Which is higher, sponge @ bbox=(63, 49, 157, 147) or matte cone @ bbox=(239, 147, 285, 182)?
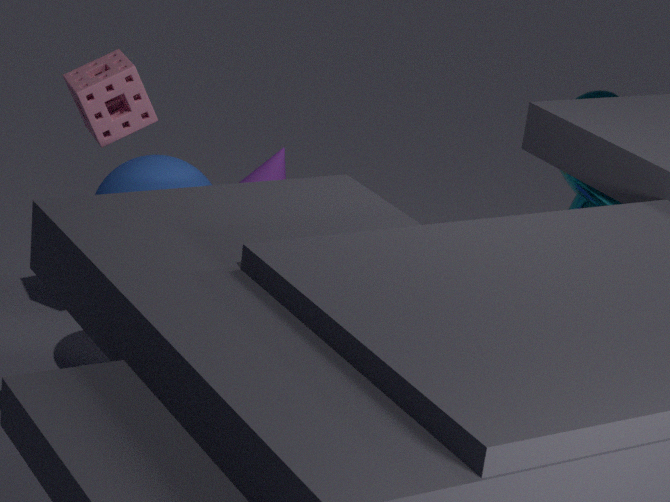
sponge @ bbox=(63, 49, 157, 147)
